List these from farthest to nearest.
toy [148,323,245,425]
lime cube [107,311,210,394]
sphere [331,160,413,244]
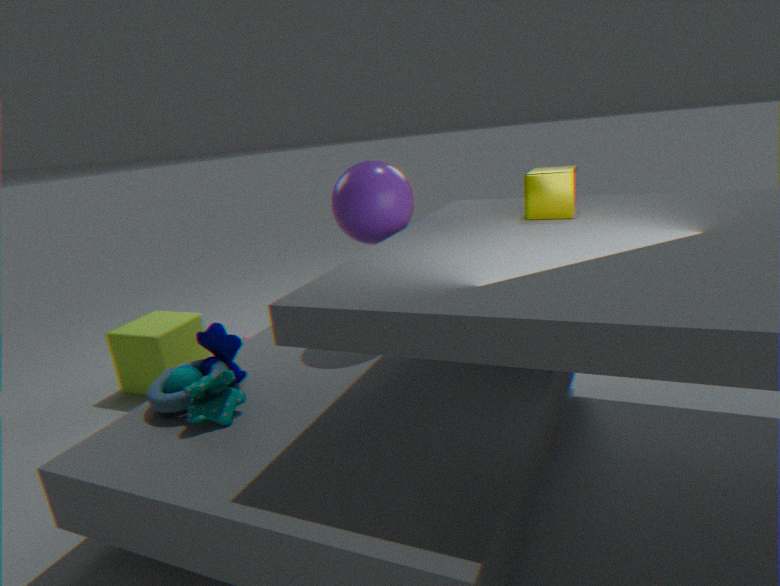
lime cube [107,311,210,394] < sphere [331,160,413,244] < toy [148,323,245,425]
